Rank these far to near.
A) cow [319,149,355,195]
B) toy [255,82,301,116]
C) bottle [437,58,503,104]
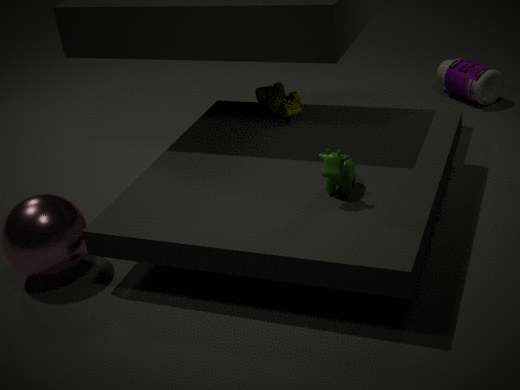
bottle [437,58,503,104] → toy [255,82,301,116] → cow [319,149,355,195]
